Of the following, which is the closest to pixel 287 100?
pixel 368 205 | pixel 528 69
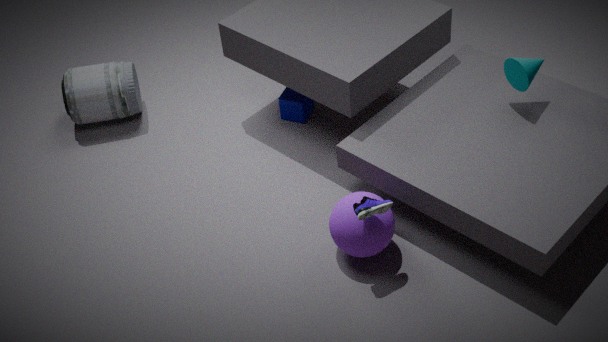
pixel 368 205
